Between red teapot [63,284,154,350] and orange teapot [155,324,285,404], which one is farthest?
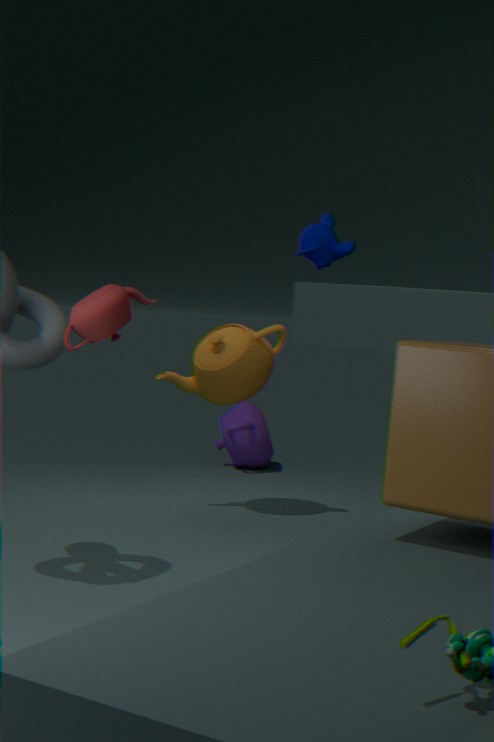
orange teapot [155,324,285,404]
